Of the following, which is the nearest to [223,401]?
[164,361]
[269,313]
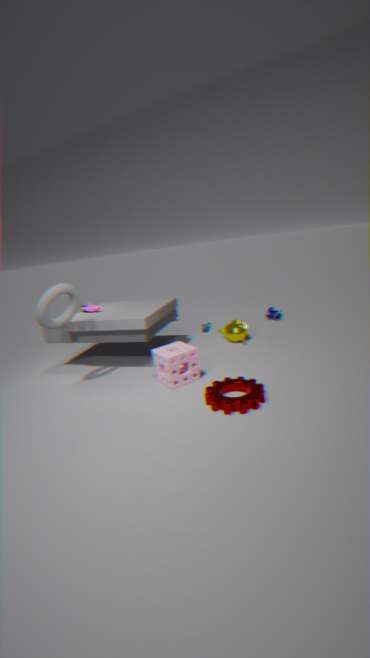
[164,361]
